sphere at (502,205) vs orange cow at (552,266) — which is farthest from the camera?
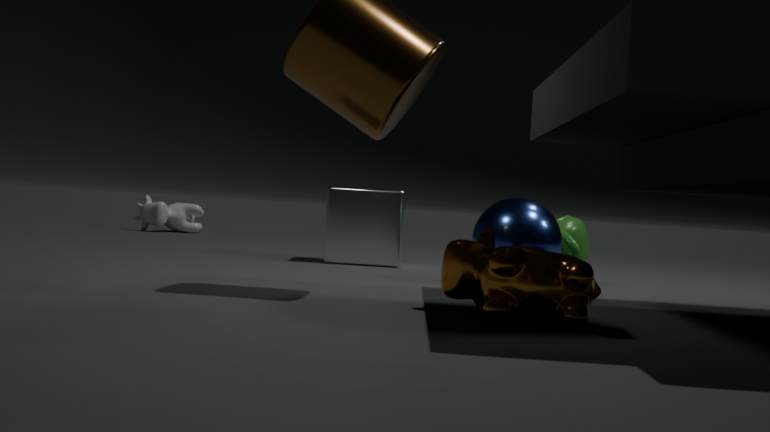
sphere at (502,205)
